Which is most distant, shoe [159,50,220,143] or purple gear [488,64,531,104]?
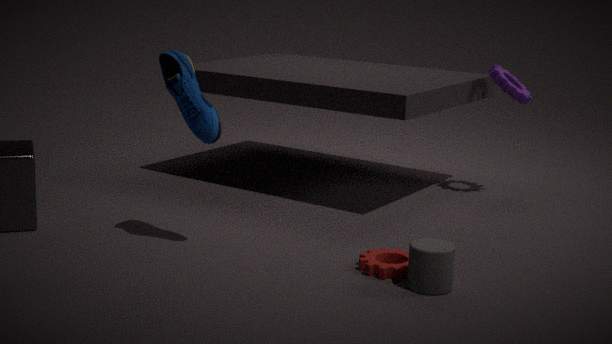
purple gear [488,64,531,104]
